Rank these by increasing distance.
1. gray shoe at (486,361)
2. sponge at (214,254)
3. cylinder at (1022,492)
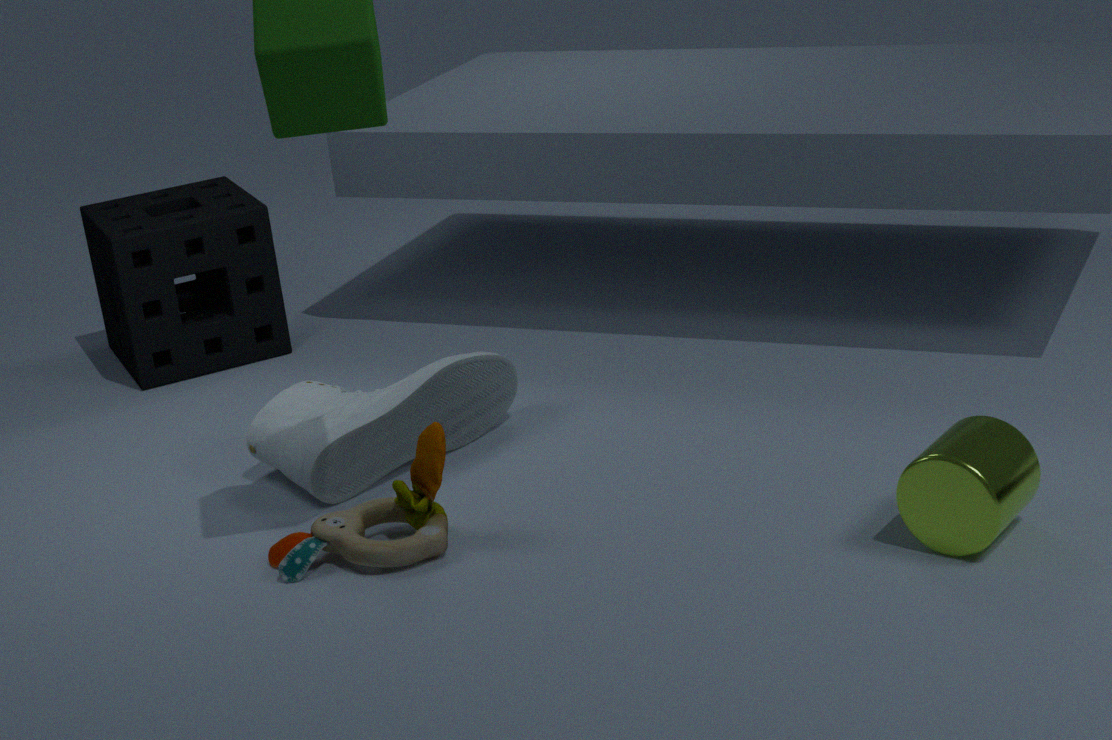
1. cylinder at (1022,492)
2. gray shoe at (486,361)
3. sponge at (214,254)
